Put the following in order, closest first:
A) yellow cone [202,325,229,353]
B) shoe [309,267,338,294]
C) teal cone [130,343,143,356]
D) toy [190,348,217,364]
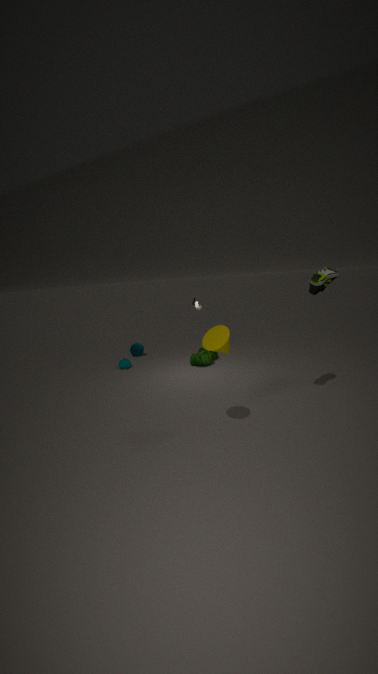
yellow cone [202,325,229,353] < shoe [309,267,338,294] < toy [190,348,217,364] < teal cone [130,343,143,356]
